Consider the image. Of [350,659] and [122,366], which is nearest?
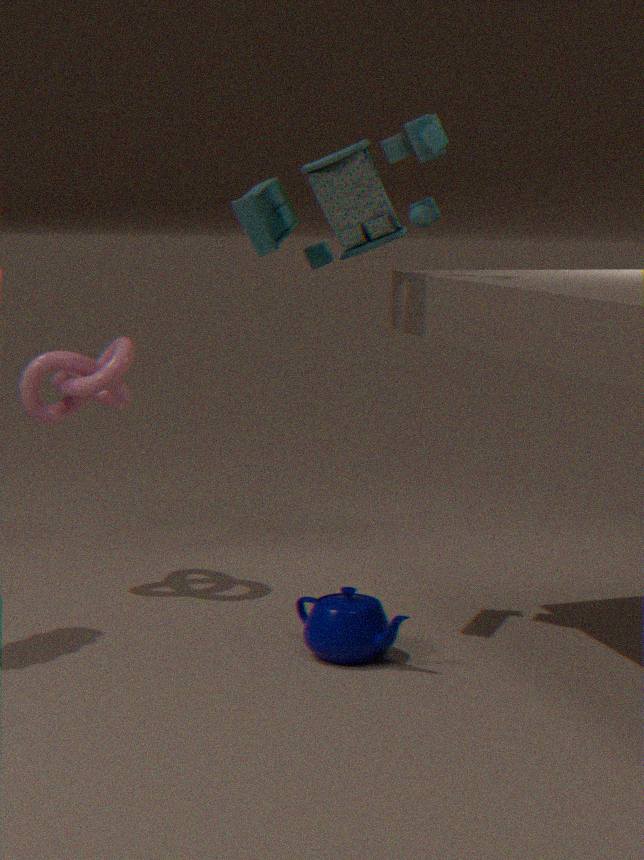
[350,659]
